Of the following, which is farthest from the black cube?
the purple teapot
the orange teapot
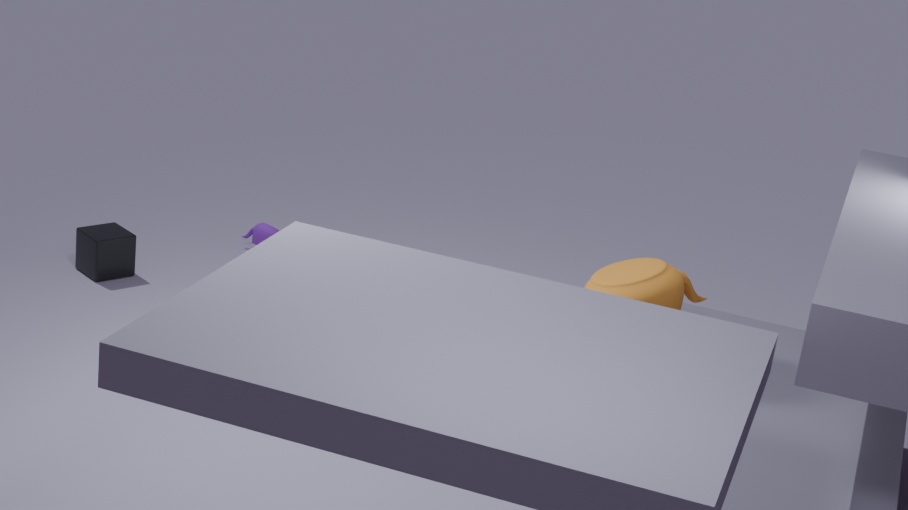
the orange teapot
